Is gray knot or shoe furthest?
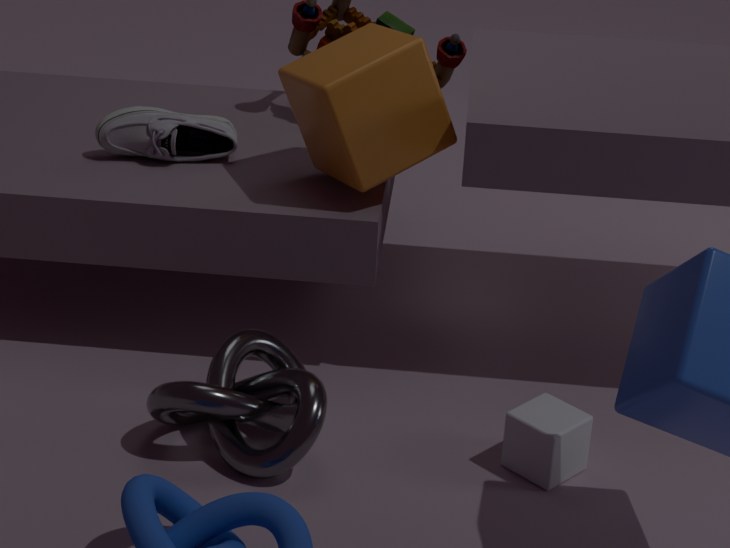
shoe
